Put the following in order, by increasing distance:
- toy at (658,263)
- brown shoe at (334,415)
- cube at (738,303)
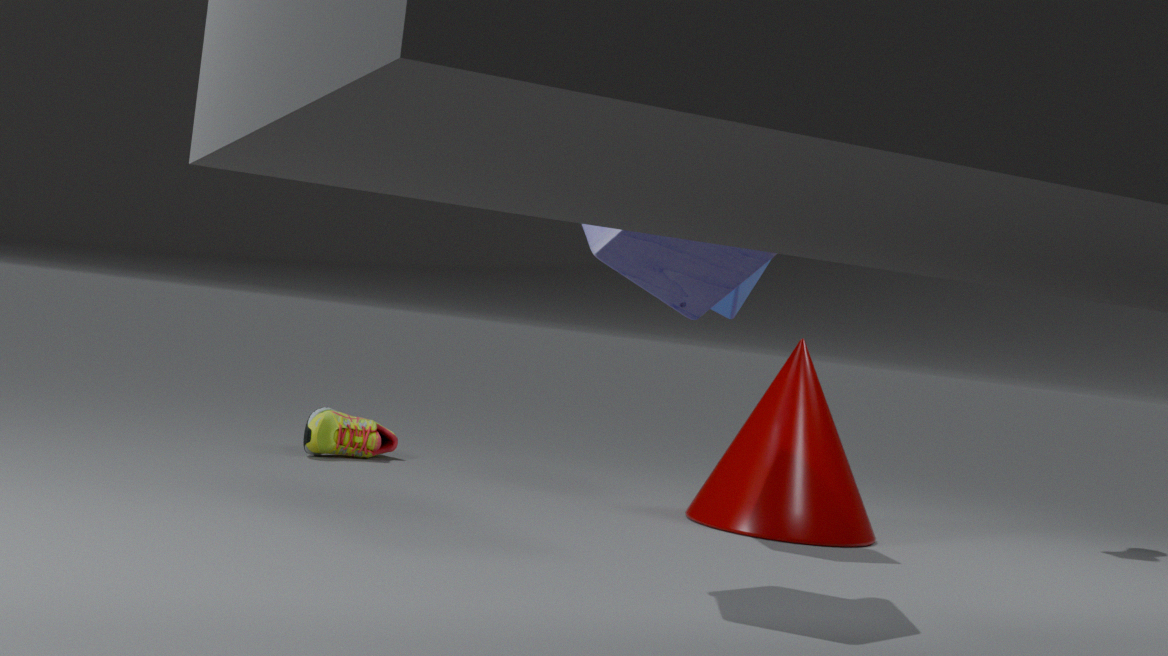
toy at (658,263) → cube at (738,303) → brown shoe at (334,415)
